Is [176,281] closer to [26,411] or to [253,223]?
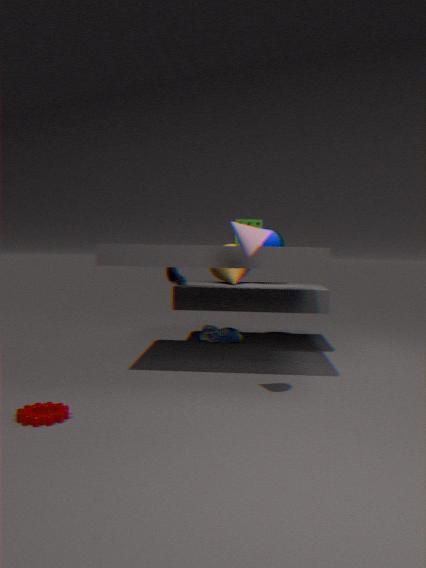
[253,223]
